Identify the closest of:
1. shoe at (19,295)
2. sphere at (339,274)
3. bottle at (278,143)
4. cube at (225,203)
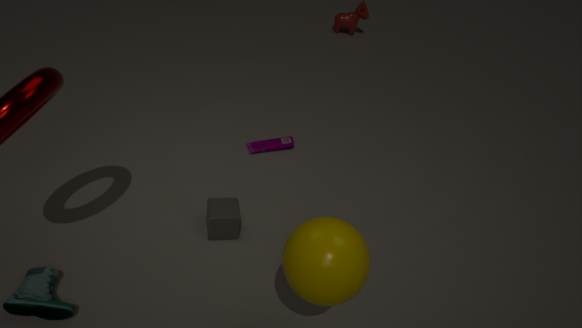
sphere at (339,274)
